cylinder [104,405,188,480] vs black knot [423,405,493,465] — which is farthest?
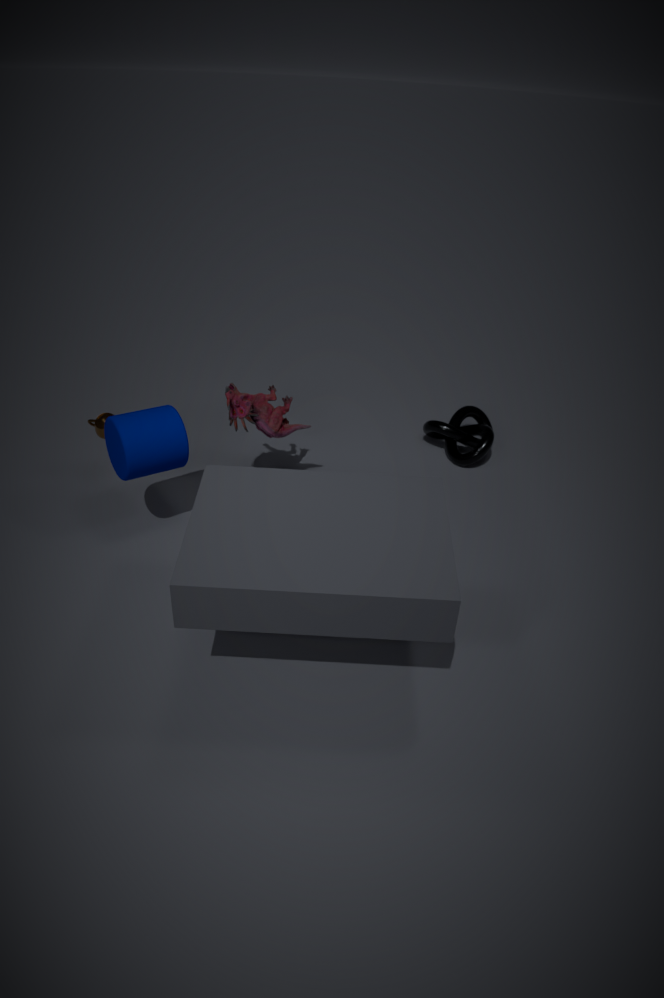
black knot [423,405,493,465]
